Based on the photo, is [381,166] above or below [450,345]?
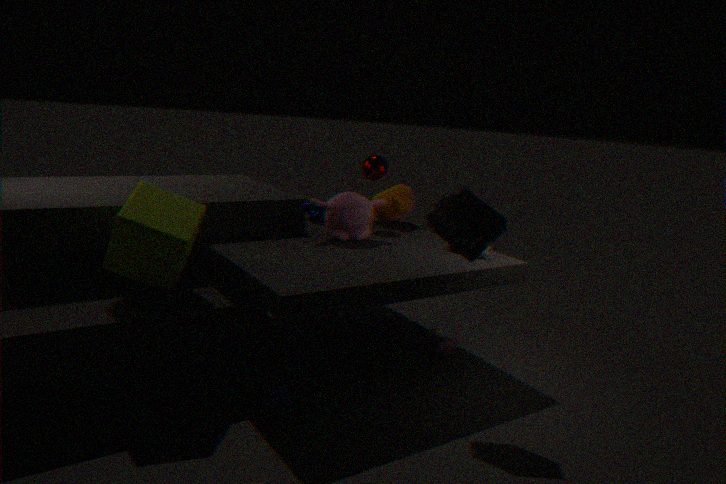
above
